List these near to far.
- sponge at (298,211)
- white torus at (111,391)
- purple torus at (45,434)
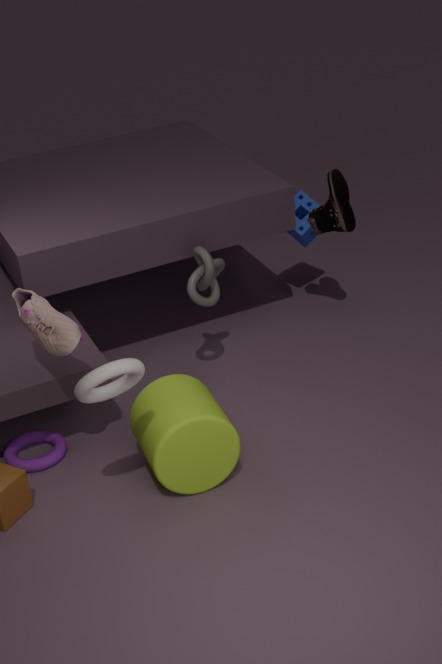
white torus at (111,391), purple torus at (45,434), sponge at (298,211)
